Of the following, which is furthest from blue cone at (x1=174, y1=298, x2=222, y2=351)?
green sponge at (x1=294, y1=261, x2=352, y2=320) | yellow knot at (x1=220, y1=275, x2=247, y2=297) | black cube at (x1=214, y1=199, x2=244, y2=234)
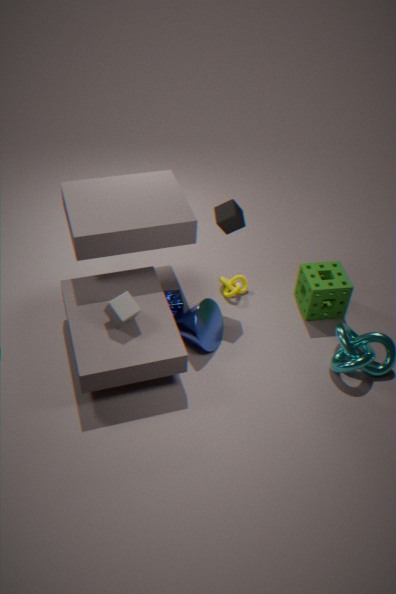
green sponge at (x1=294, y1=261, x2=352, y2=320)
